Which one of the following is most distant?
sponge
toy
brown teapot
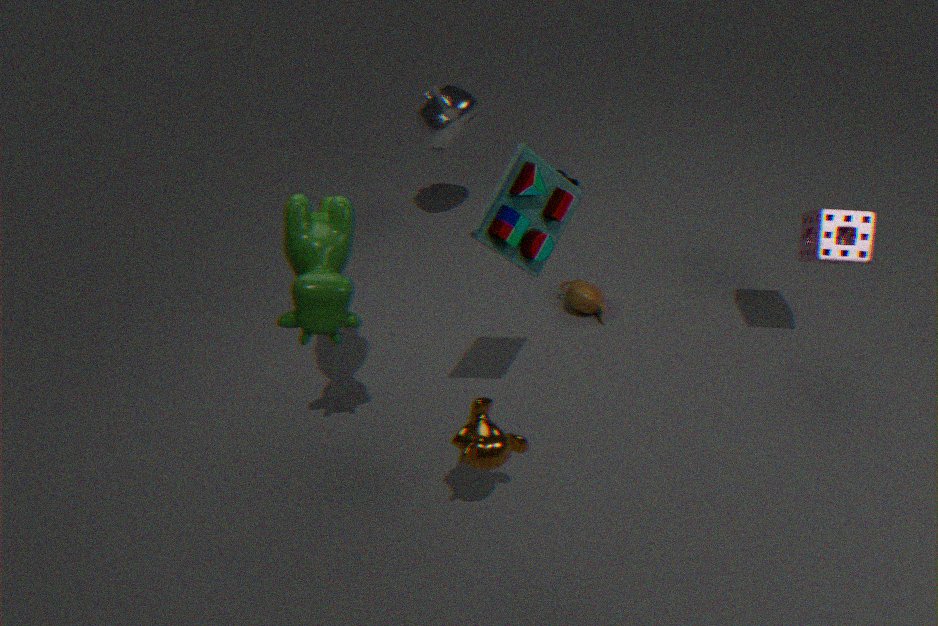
brown teapot
